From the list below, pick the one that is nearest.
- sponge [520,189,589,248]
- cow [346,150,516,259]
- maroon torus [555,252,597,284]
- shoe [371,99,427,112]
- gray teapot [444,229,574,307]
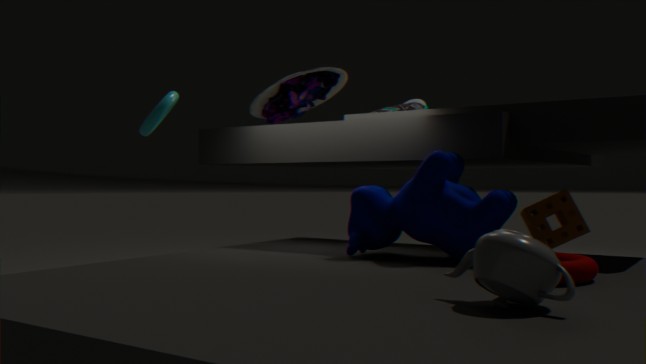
gray teapot [444,229,574,307]
